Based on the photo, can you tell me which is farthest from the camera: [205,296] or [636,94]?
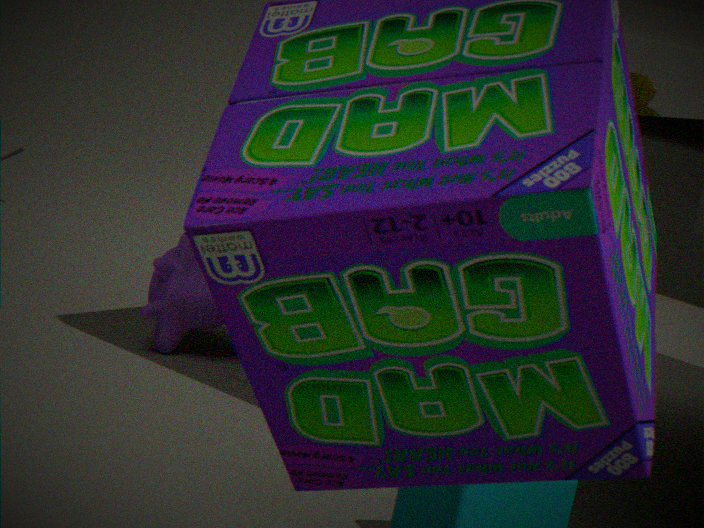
[636,94]
